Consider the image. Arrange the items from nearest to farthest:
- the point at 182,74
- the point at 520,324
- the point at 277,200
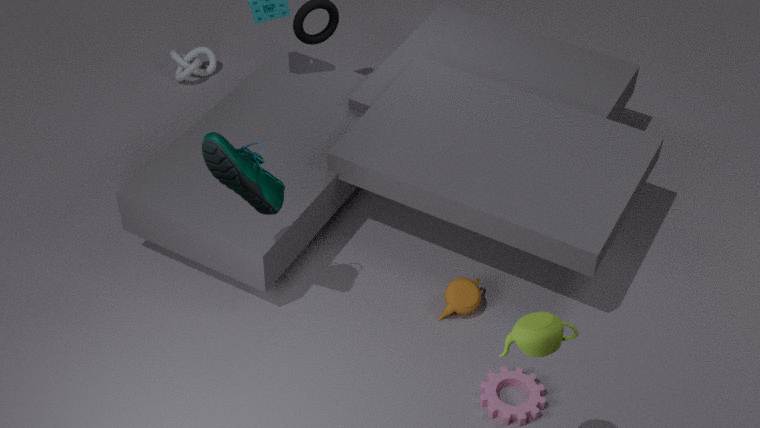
the point at 520,324, the point at 277,200, the point at 182,74
